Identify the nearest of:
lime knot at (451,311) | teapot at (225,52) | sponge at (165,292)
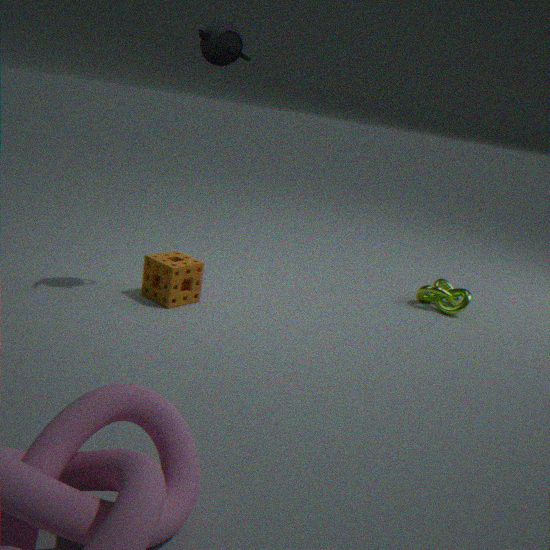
teapot at (225,52)
